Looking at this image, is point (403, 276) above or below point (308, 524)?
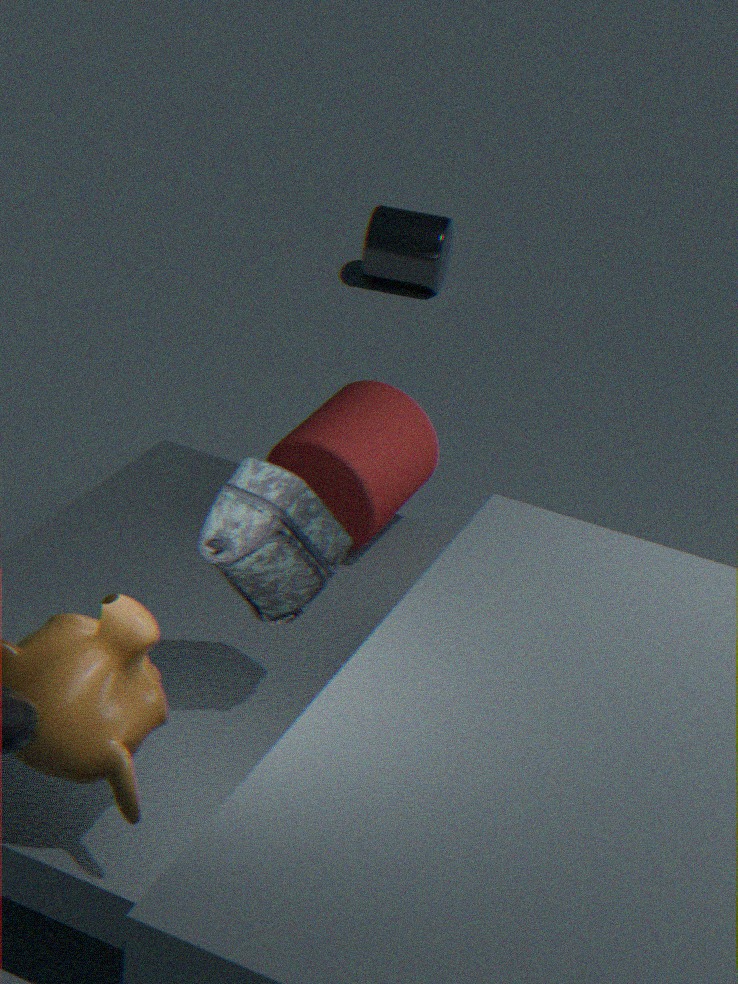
below
